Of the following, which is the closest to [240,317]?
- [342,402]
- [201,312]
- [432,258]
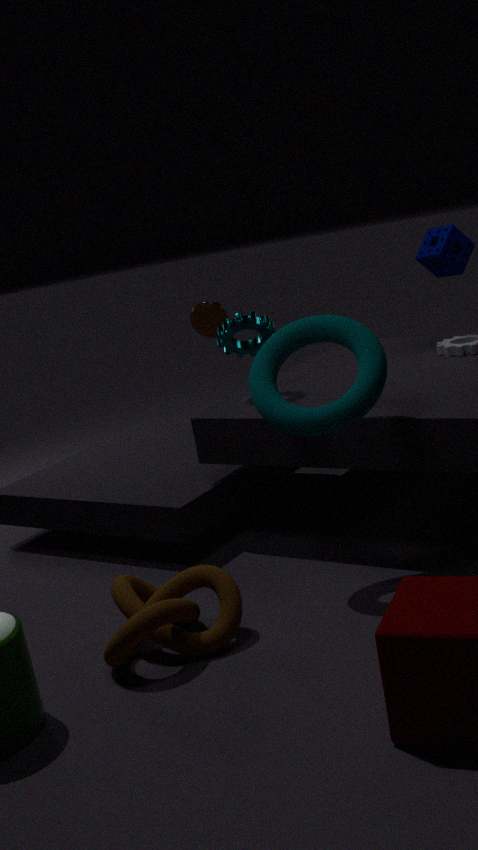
[201,312]
